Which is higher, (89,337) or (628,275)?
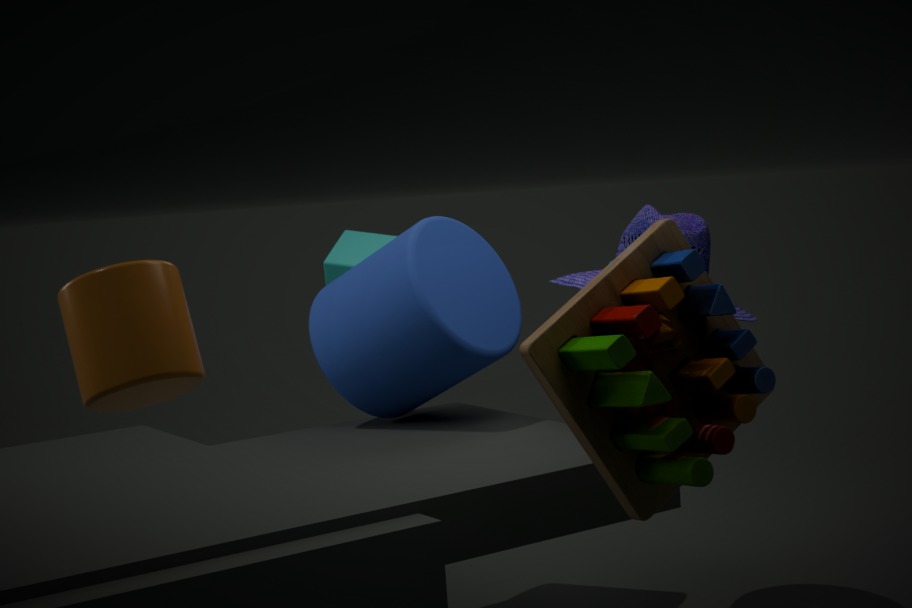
(89,337)
